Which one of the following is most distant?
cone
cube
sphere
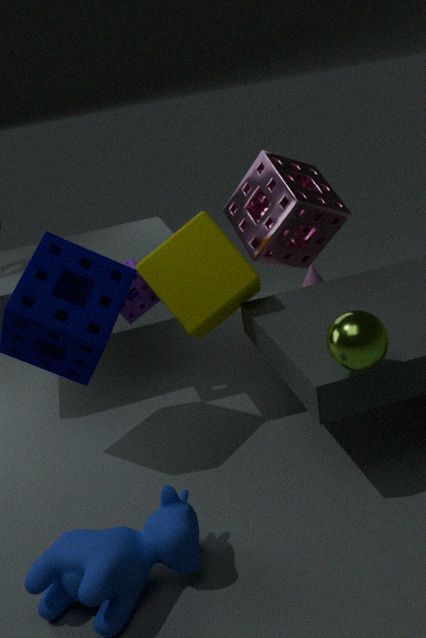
cone
